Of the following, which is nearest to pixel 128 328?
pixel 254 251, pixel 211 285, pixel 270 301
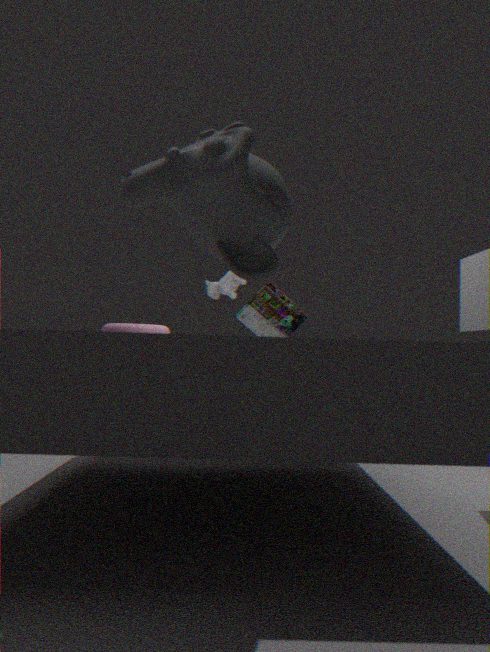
pixel 211 285
